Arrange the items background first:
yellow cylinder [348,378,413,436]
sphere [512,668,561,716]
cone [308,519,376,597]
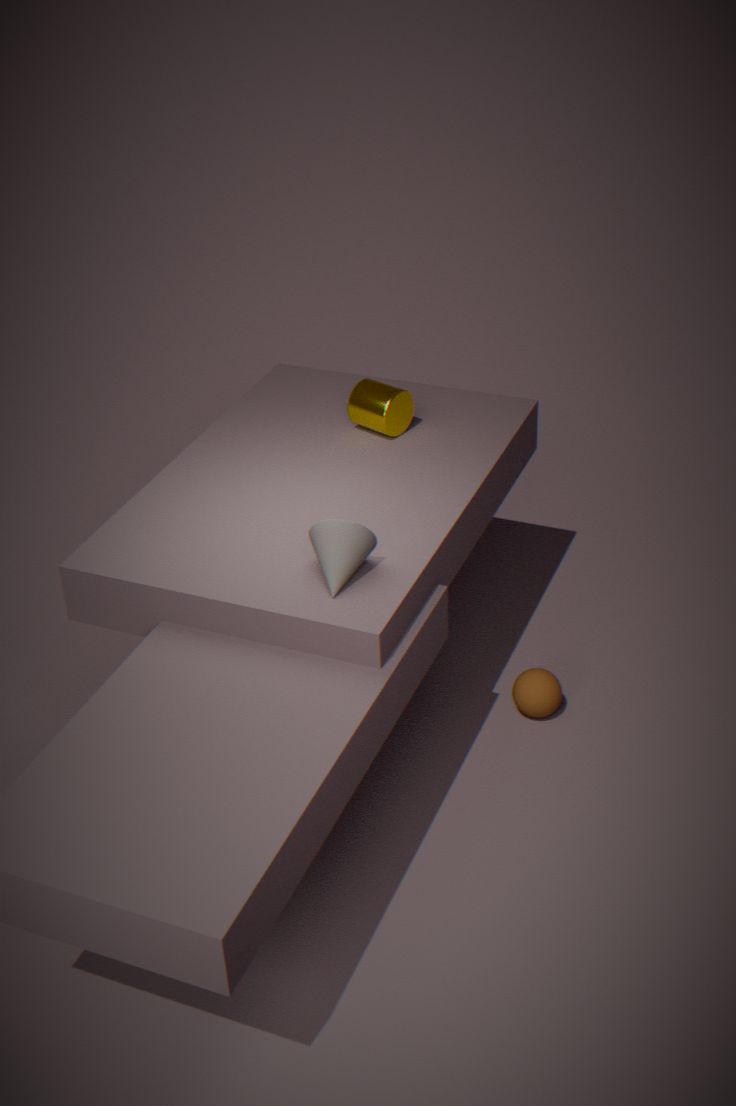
yellow cylinder [348,378,413,436] < sphere [512,668,561,716] < cone [308,519,376,597]
